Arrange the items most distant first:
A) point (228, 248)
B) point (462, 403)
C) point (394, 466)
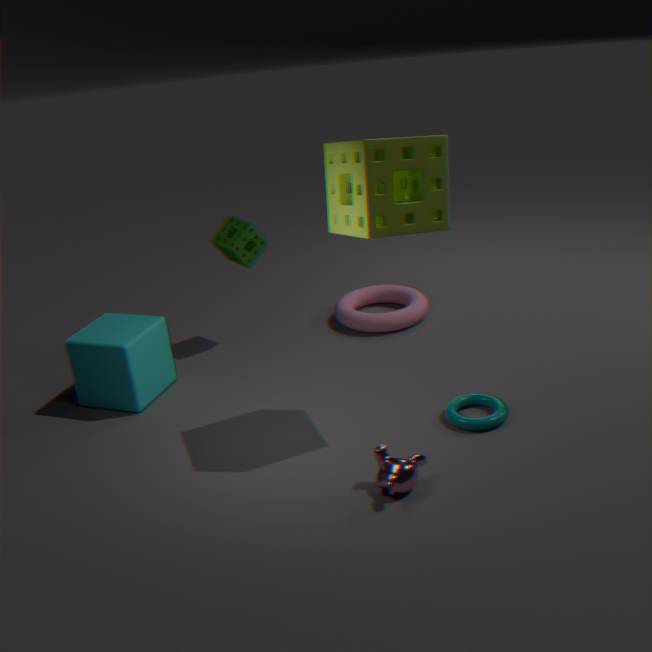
1. point (228, 248)
2. point (462, 403)
3. point (394, 466)
